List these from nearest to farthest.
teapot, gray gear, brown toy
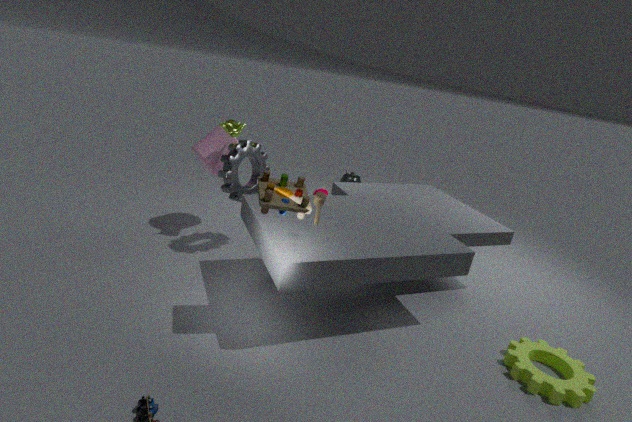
brown toy
gray gear
teapot
